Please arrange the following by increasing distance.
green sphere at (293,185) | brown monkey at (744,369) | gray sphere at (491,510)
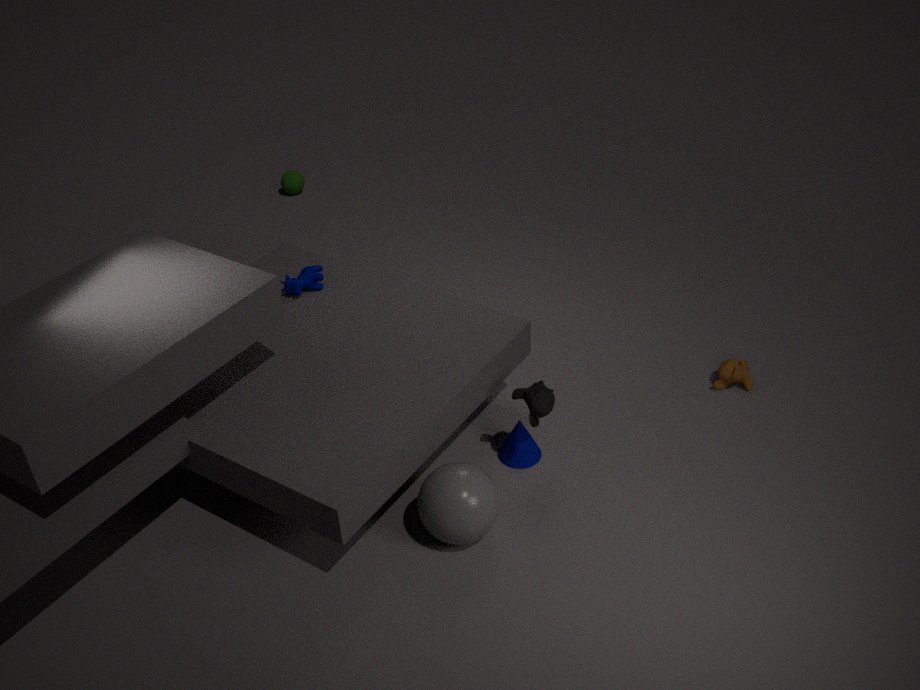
gray sphere at (491,510), brown monkey at (744,369), green sphere at (293,185)
